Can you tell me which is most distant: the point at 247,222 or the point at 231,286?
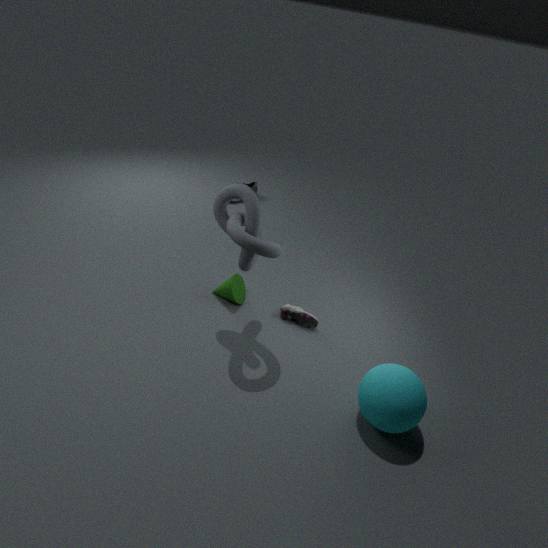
the point at 231,286
